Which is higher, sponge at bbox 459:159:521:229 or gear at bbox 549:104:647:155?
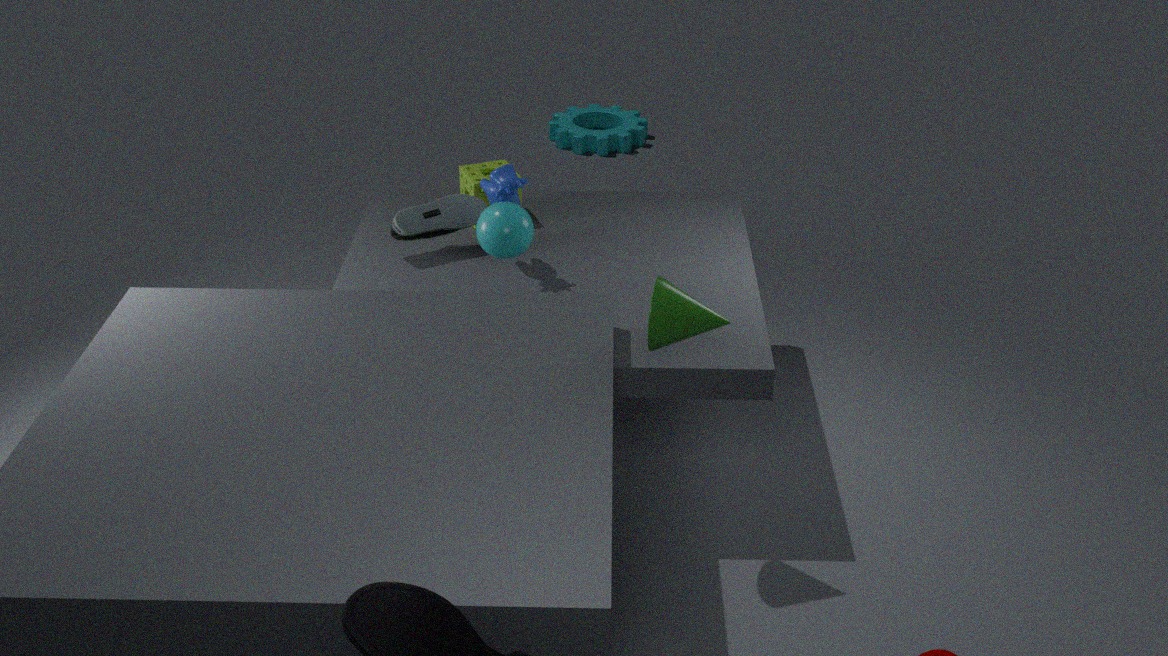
sponge at bbox 459:159:521:229
